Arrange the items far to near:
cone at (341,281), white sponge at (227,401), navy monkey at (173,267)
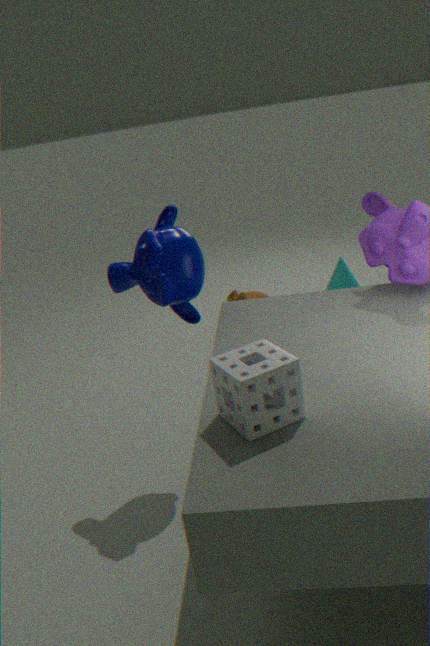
cone at (341,281), navy monkey at (173,267), white sponge at (227,401)
